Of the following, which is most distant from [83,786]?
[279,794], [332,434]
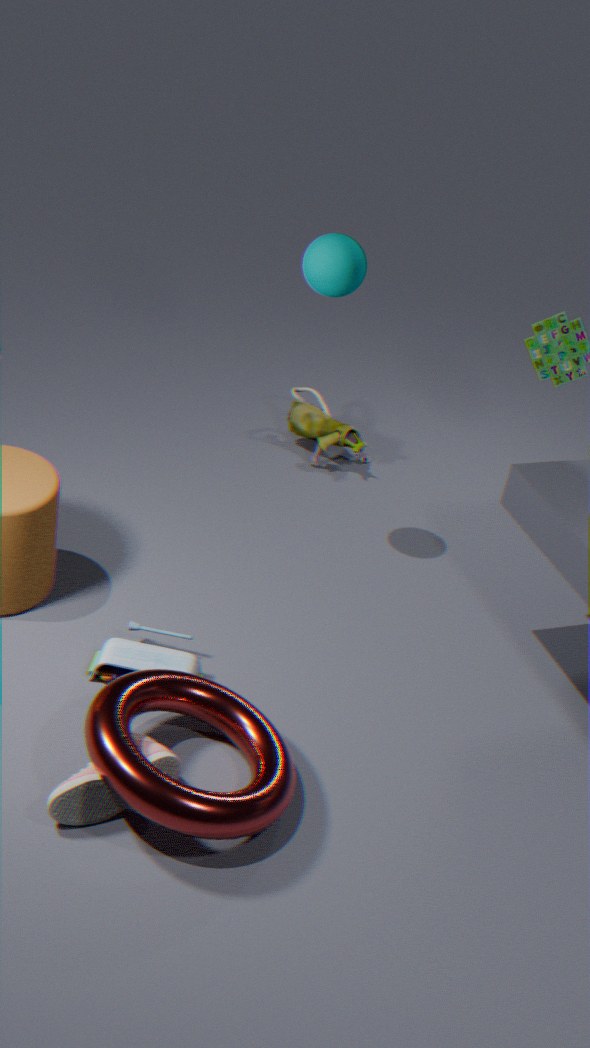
[332,434]
